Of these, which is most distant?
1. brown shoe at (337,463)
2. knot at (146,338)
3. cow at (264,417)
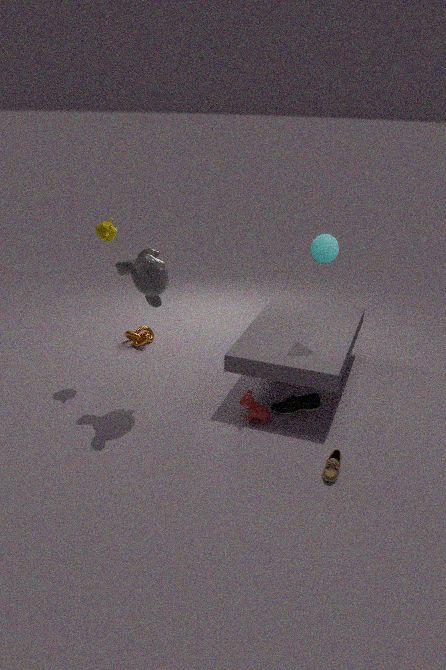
knot at (146,338)
